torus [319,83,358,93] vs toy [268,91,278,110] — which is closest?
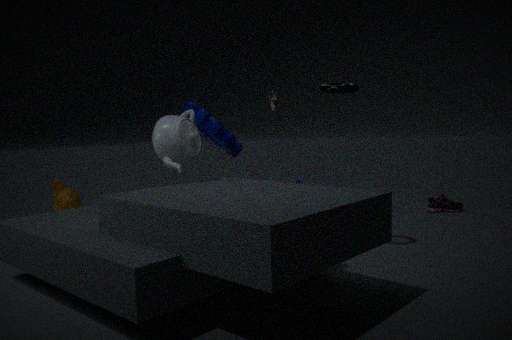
torus [319,83,358,93]
